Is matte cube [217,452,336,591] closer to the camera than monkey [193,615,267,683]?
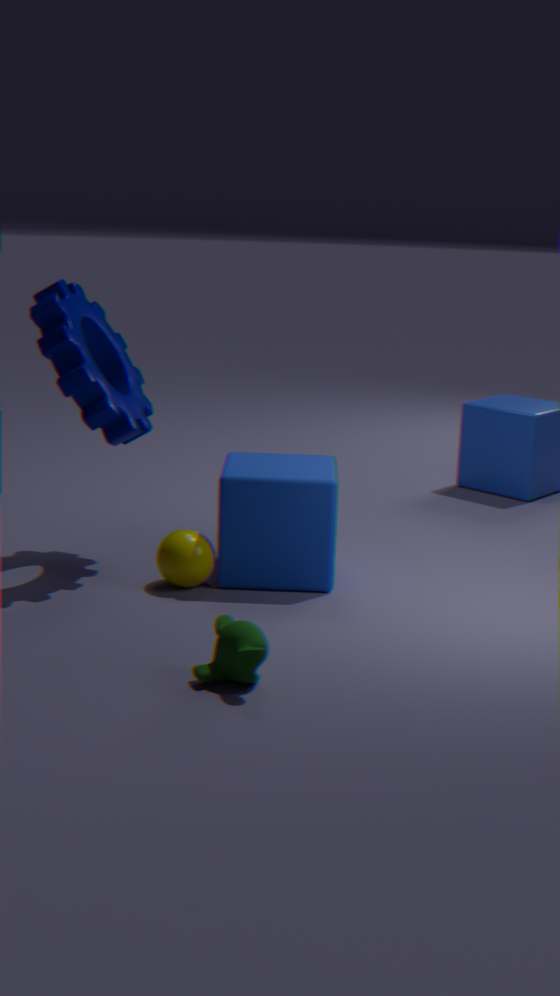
No
